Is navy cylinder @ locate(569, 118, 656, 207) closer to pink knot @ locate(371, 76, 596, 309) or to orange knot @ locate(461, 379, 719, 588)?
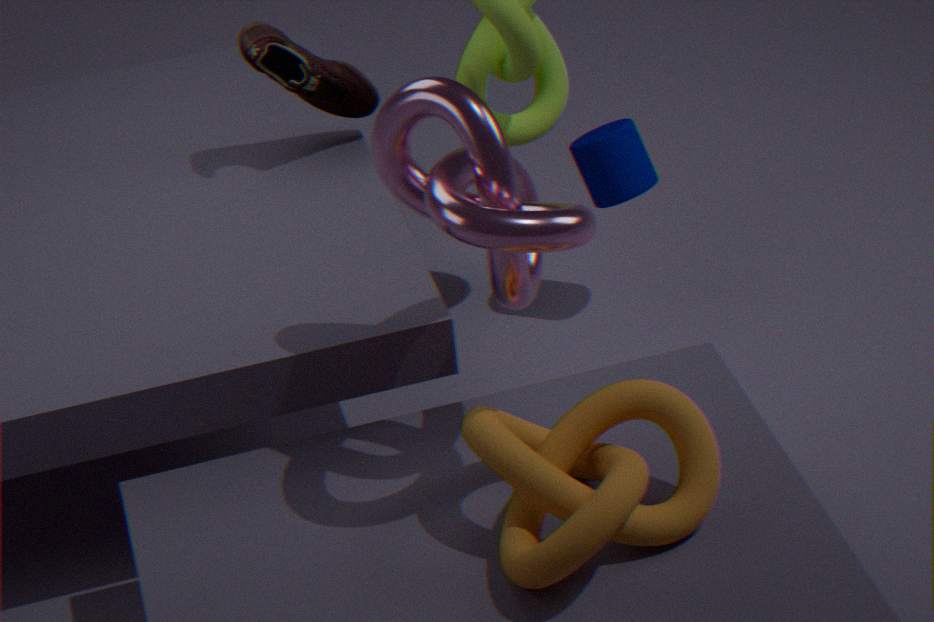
pink knot @ locate(371, 76, 596, 309)
